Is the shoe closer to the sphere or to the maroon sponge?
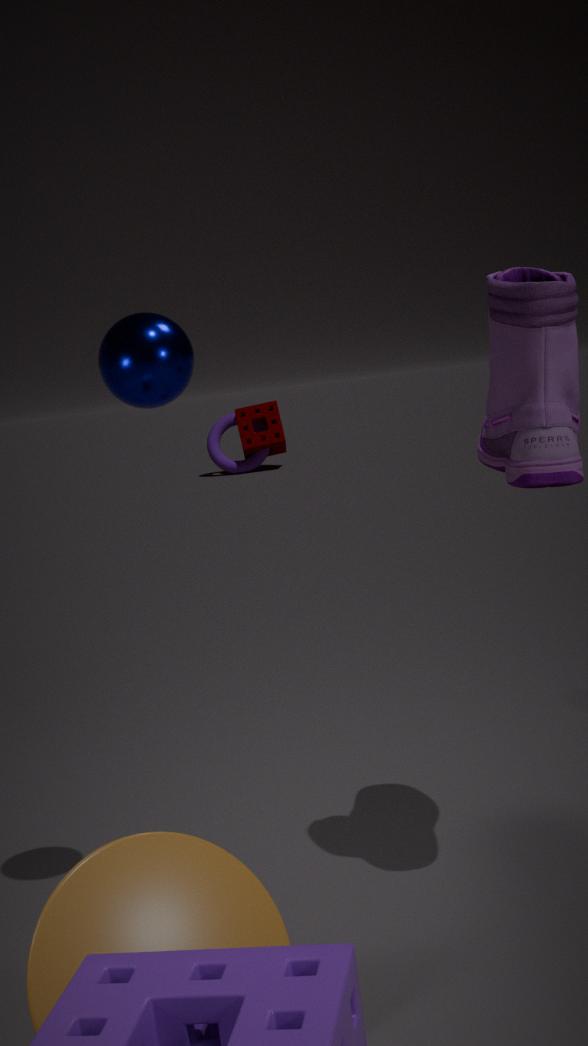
the sphere
